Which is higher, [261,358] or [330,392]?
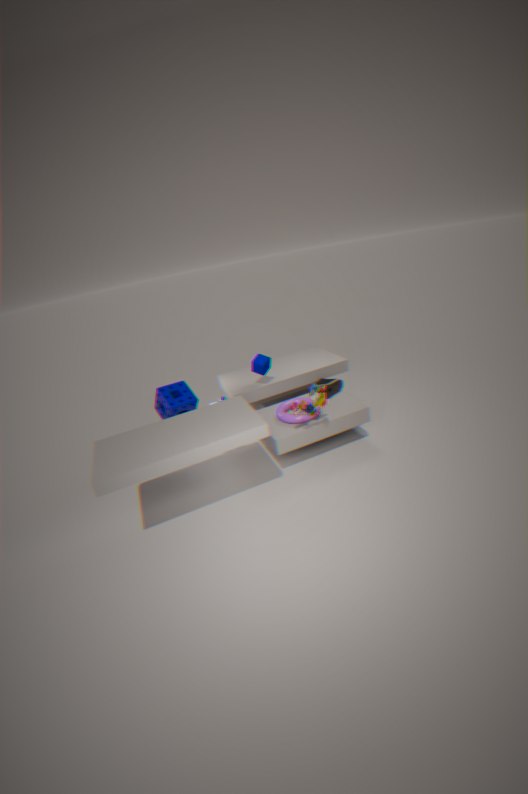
[261,358]
